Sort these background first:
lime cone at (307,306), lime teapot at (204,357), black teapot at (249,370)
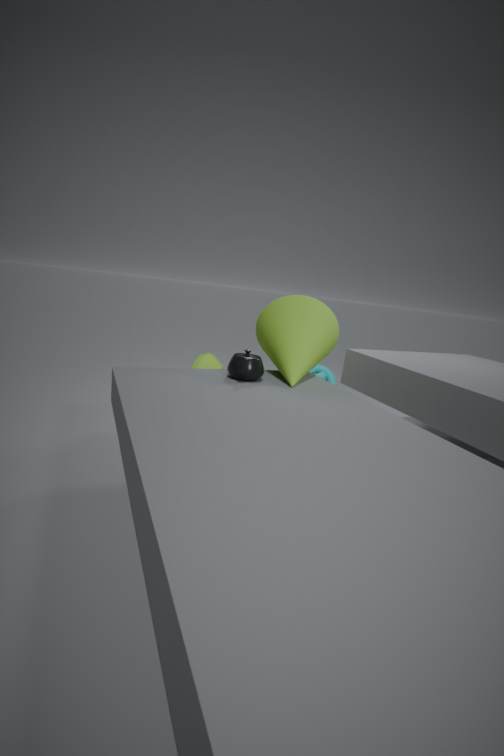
lime teapot at (204,357) → lime cone at (307,306) → black teapot at (249,370)
